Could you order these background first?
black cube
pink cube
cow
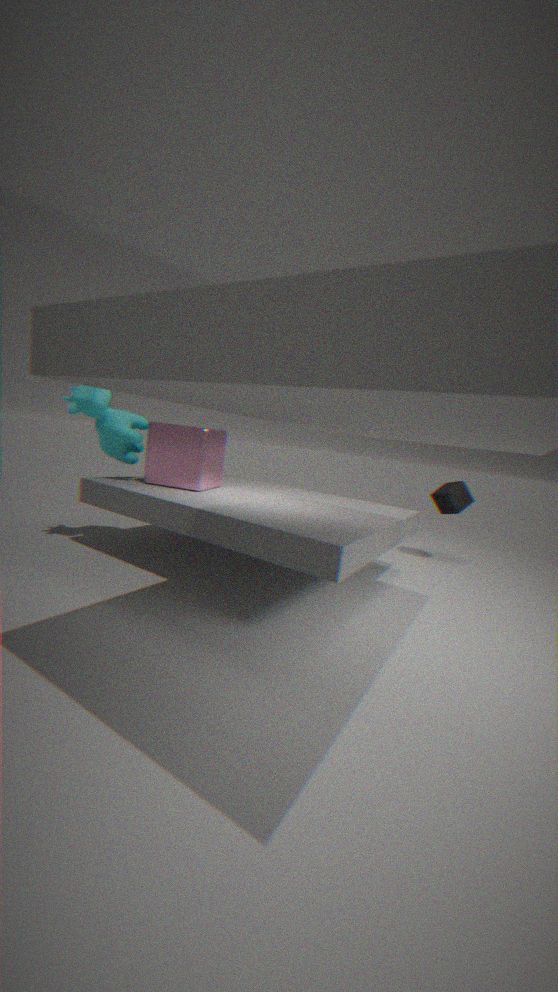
black cube
pink cube
cow
